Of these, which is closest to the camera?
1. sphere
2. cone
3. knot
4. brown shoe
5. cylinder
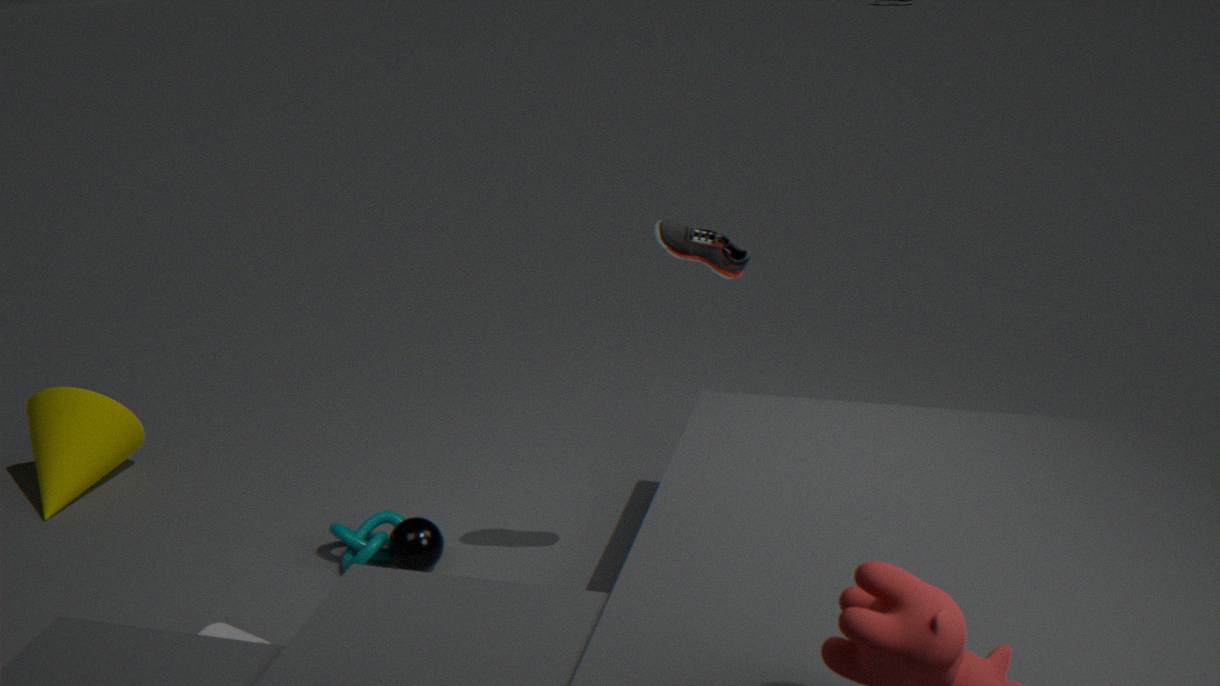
cylinder
